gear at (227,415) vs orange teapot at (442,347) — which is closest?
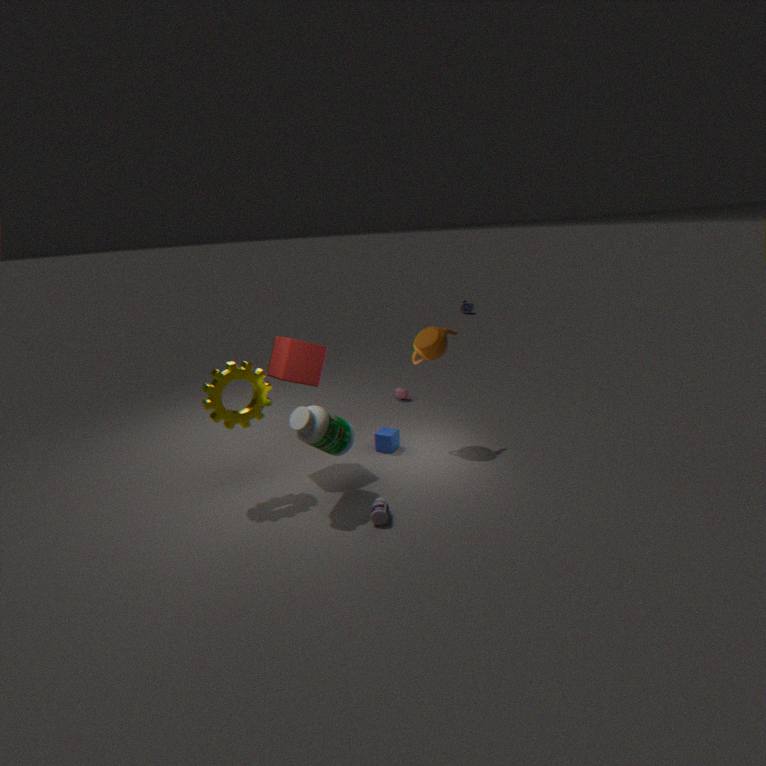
gear at (227,415)
